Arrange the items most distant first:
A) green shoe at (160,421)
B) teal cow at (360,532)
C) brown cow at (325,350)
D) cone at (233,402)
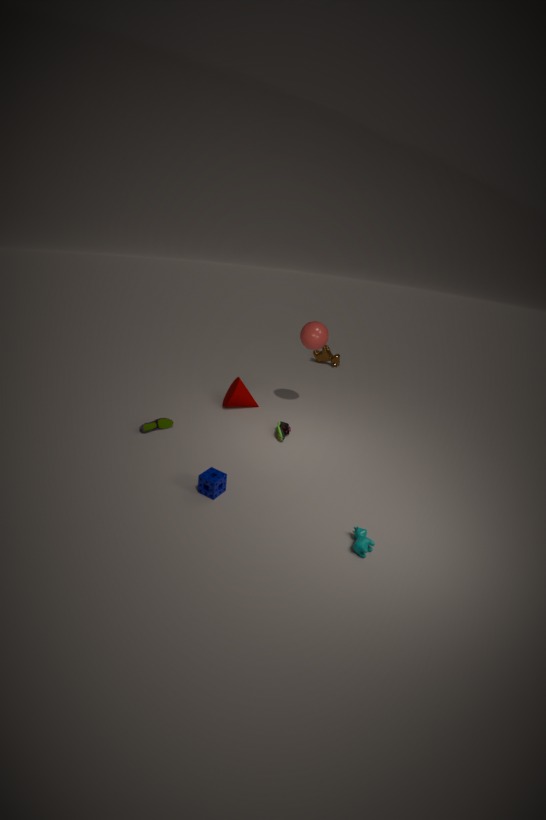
1. brown cow at (325,350)
2. cone at (233,402)
3. green shoe at (160,421)
4. teal cow at (360,532)
